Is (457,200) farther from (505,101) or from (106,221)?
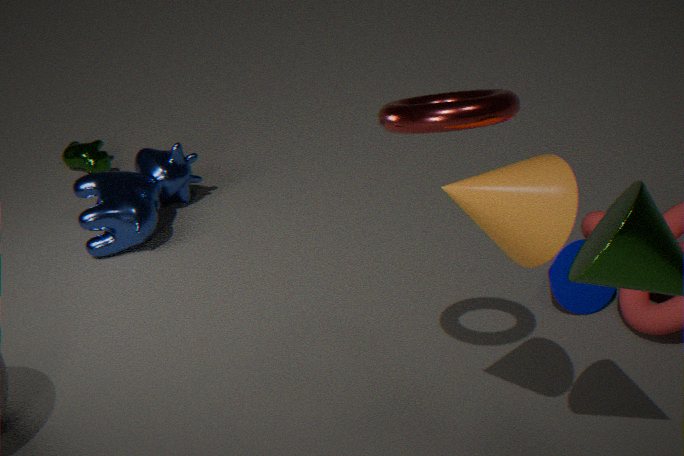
(106,221)
